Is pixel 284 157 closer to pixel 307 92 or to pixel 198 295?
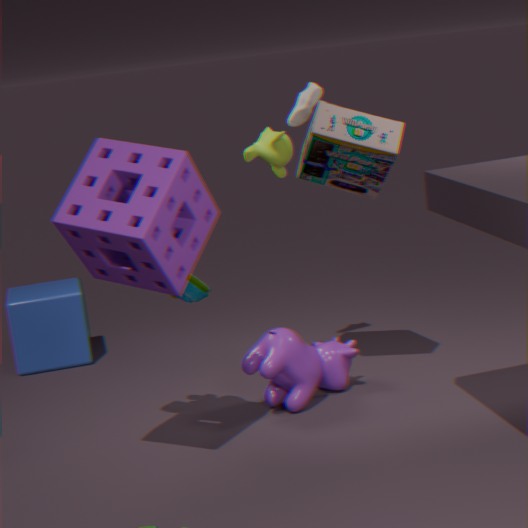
pixel 307 92
